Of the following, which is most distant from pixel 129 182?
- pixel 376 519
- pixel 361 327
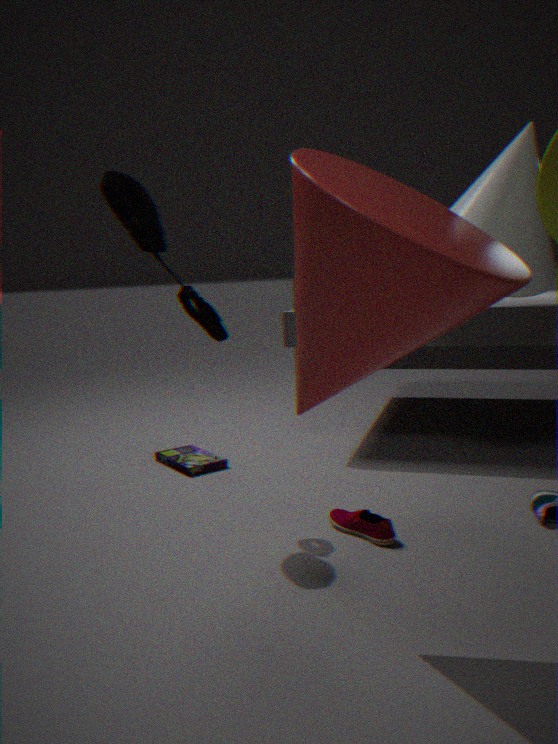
pixel 376 519
